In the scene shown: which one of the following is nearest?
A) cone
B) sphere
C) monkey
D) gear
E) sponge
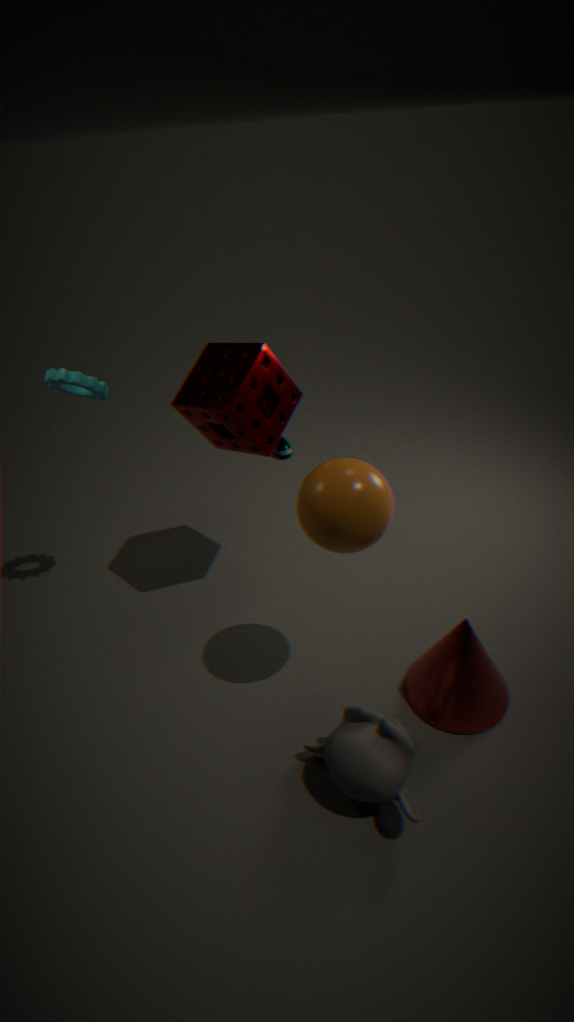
monkey
